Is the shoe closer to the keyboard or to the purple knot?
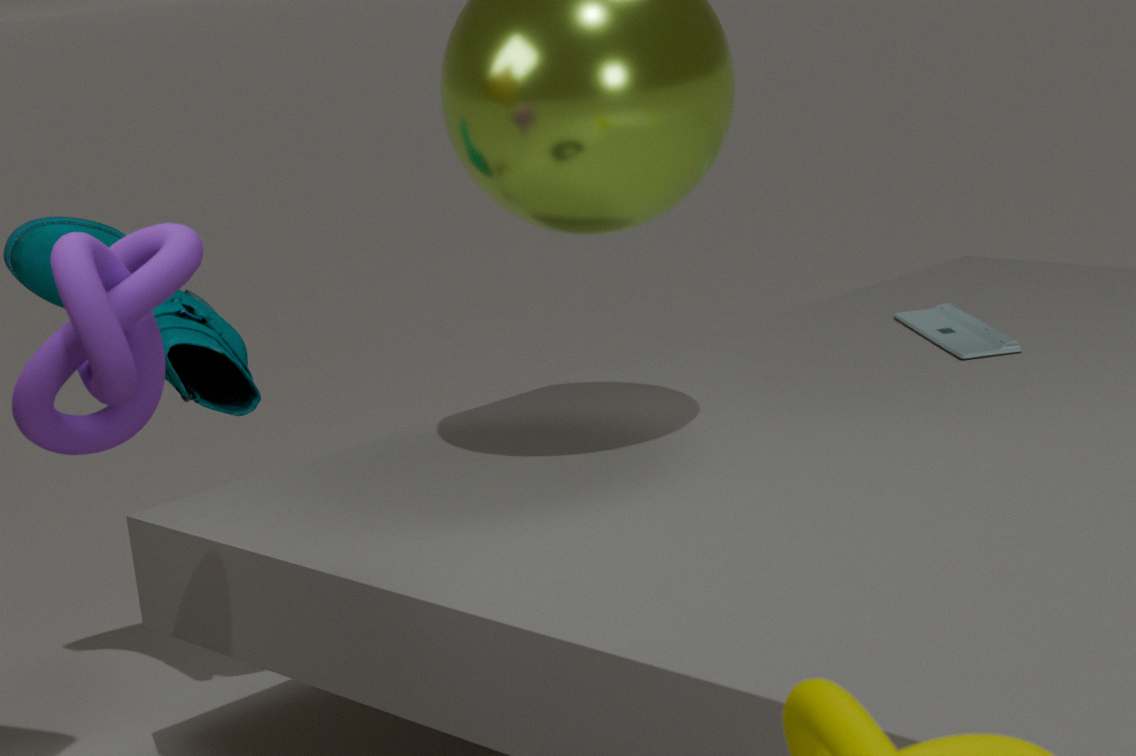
the purple knot
